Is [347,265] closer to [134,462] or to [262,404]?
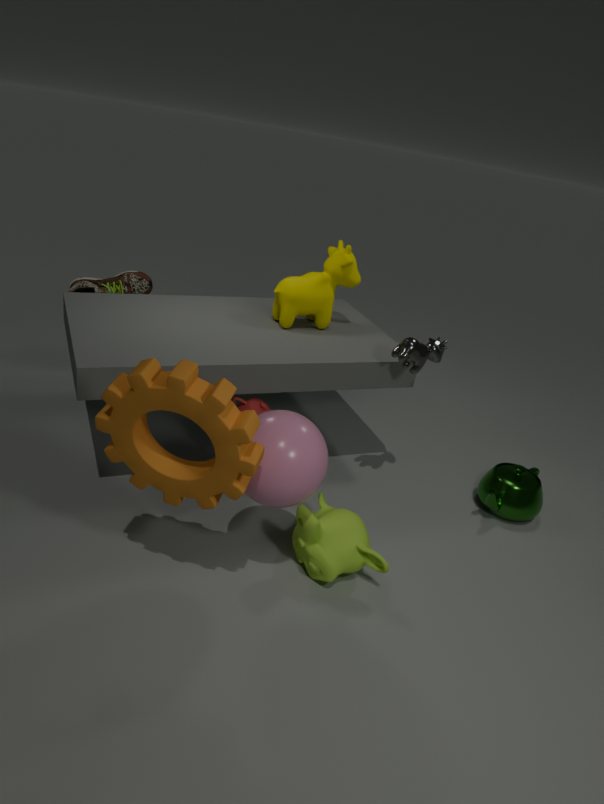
[262,404]
